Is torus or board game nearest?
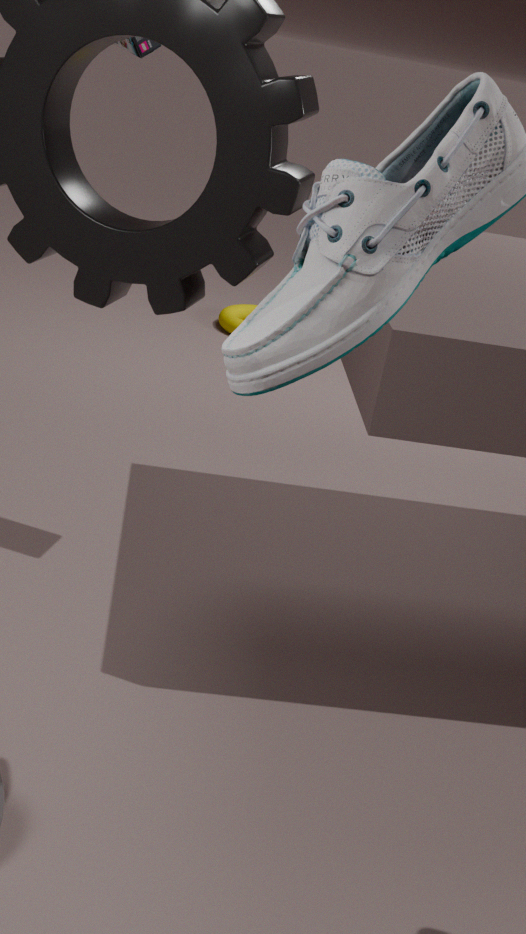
board game
